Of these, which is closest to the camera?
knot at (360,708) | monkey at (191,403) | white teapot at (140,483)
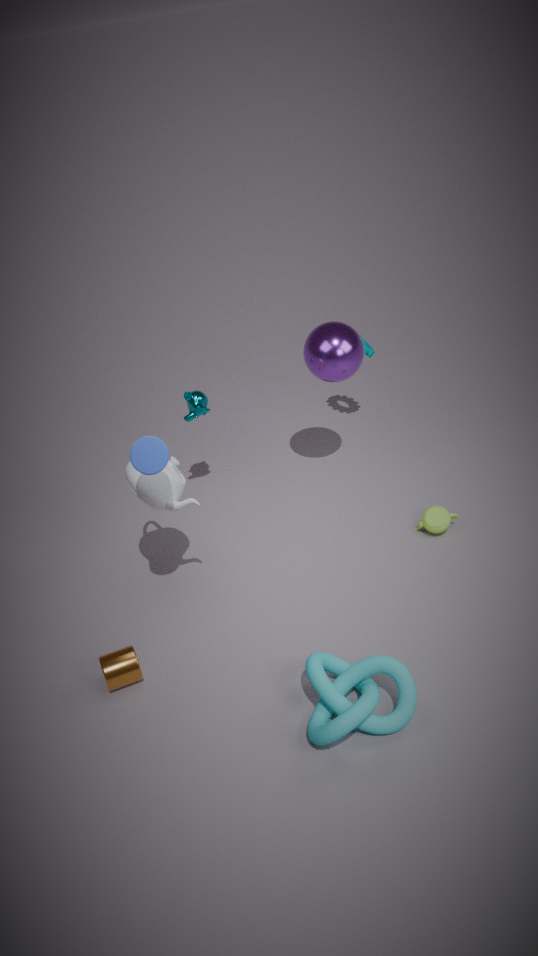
knot at (360,708)
